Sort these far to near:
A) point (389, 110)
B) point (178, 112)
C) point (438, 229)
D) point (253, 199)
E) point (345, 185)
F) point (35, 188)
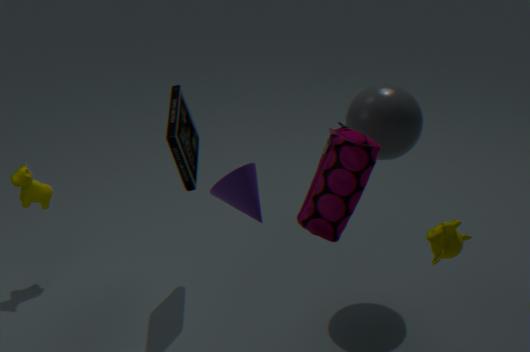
point (35, 188) → point (178, 112) → point (389, 110) → point (438, 229) → point (345, 185) → point (253, 199)
